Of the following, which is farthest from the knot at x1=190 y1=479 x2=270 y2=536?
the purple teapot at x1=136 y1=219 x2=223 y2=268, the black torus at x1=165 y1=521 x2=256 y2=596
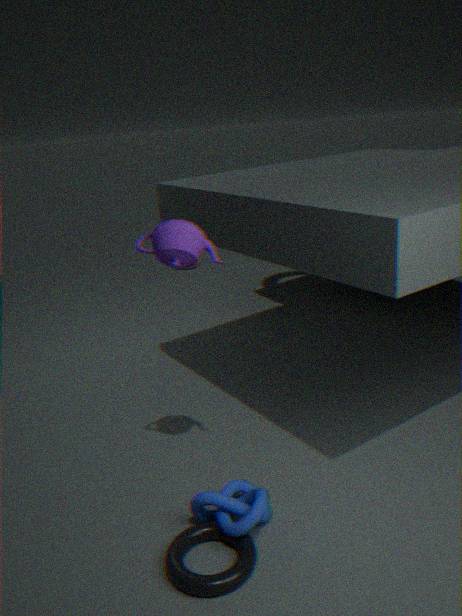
the purple teapot at x1=136 y1=219 x2=223 y2=268
